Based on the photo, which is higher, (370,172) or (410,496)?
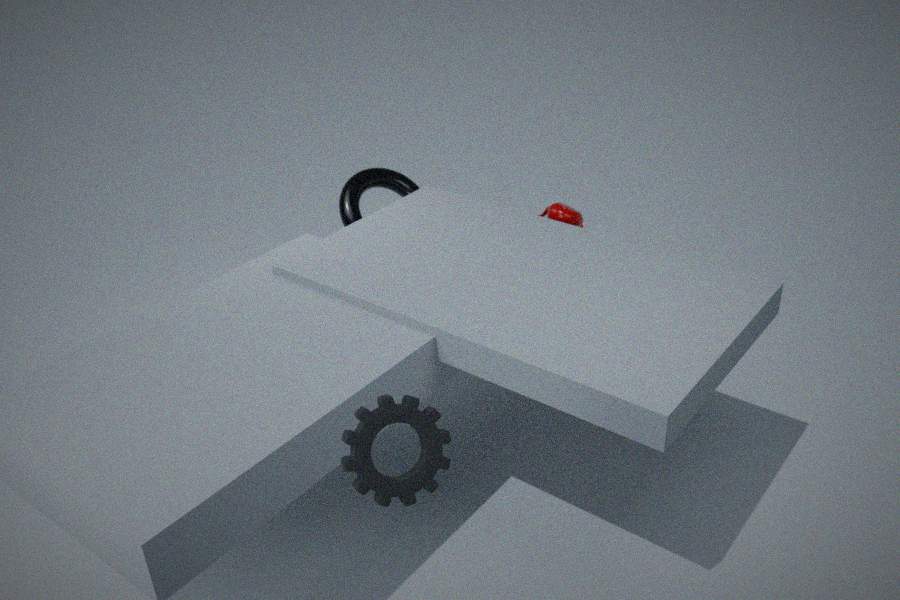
(410,496)
